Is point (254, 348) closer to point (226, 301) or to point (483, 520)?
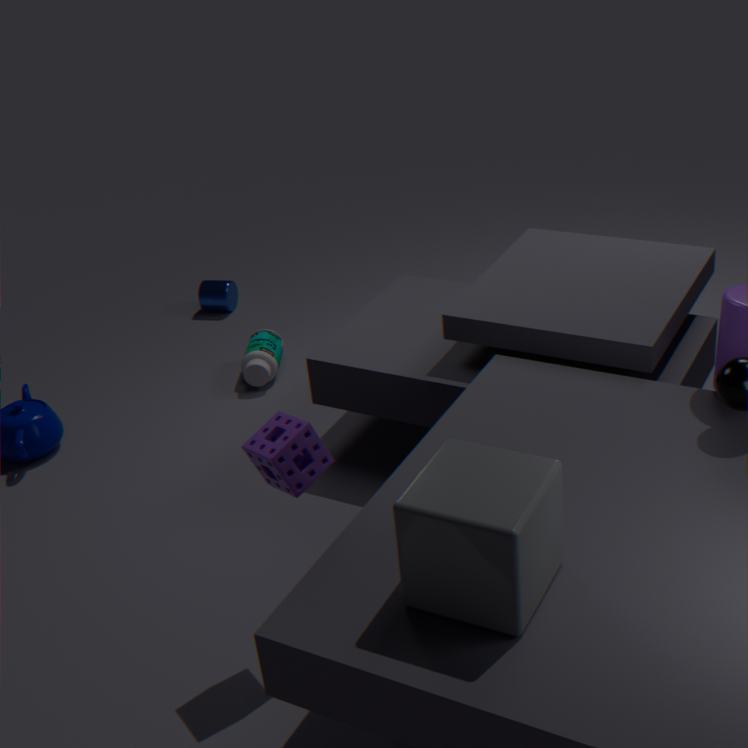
point (226, 301)
